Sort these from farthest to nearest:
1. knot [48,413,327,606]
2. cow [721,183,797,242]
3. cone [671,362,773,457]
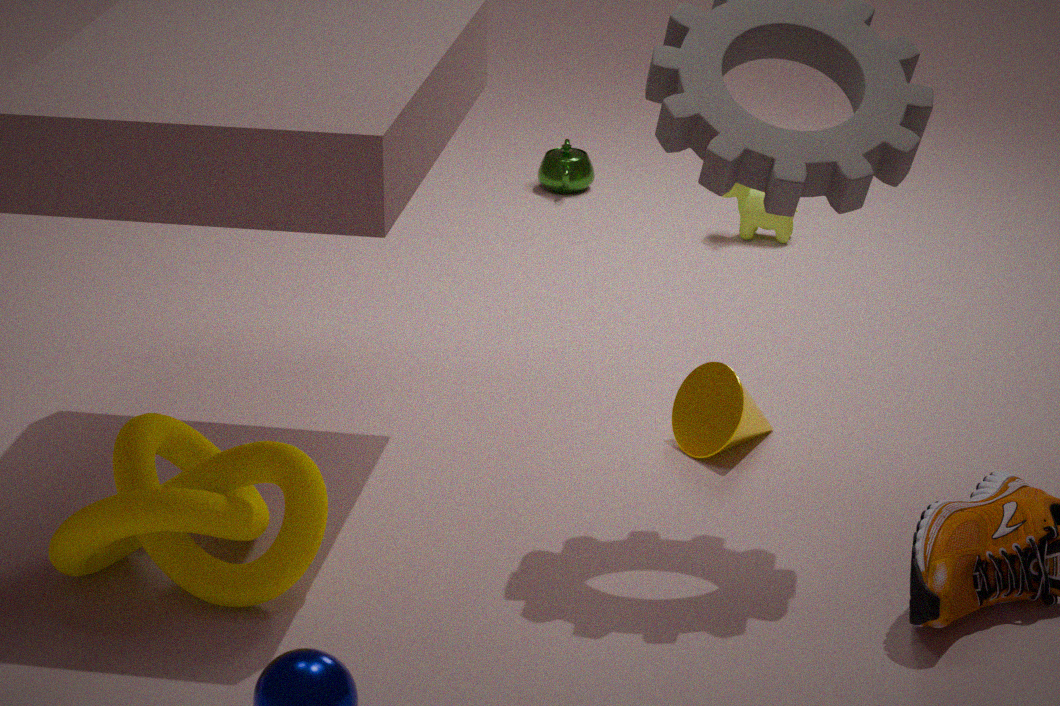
1. cow [721,183,797,242]
2. cone [671,362,773,457]
3. knot [48,413,327,606]
